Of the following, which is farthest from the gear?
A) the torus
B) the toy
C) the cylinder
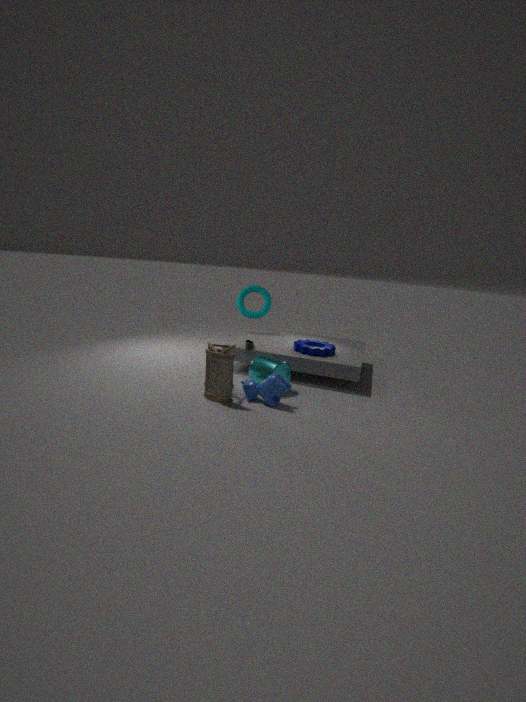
the toy
